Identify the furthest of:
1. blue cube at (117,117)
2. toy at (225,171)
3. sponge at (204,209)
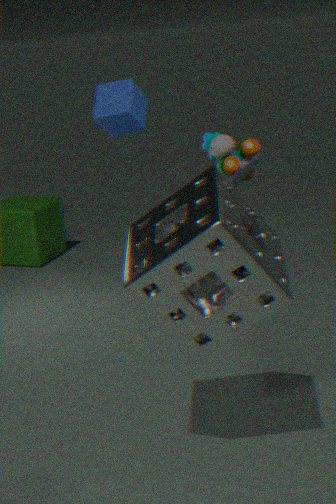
toy at (225,171)
